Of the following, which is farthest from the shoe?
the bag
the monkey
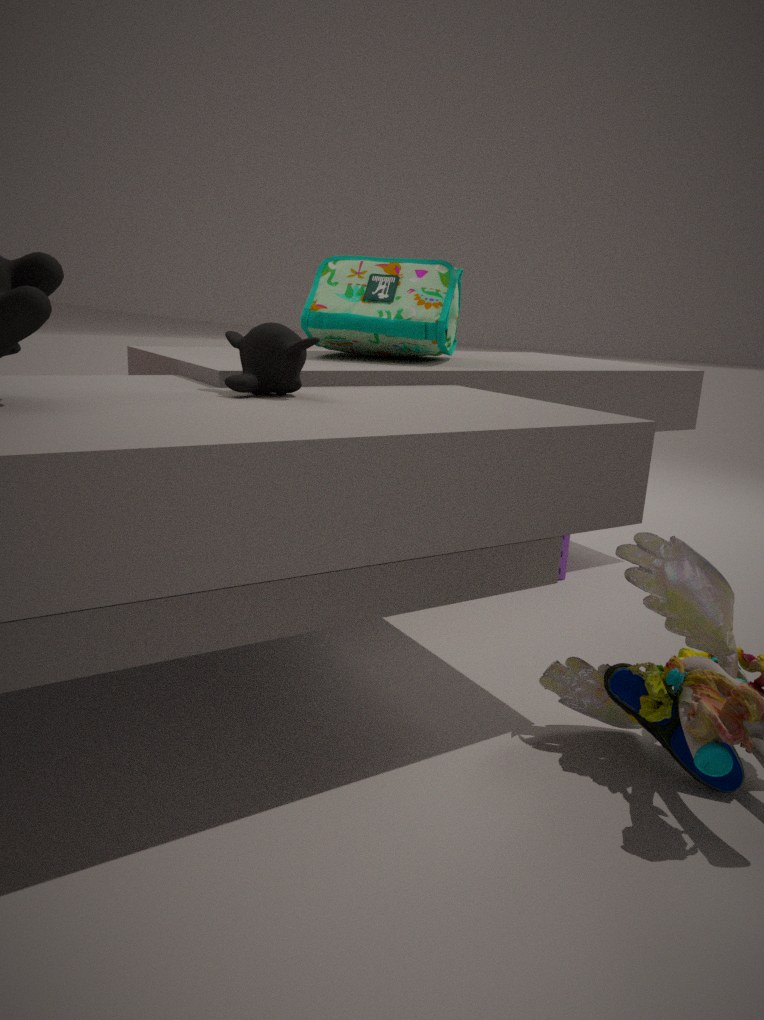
the bag
